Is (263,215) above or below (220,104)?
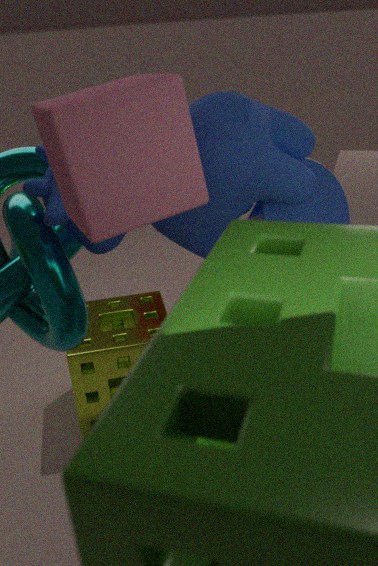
below
